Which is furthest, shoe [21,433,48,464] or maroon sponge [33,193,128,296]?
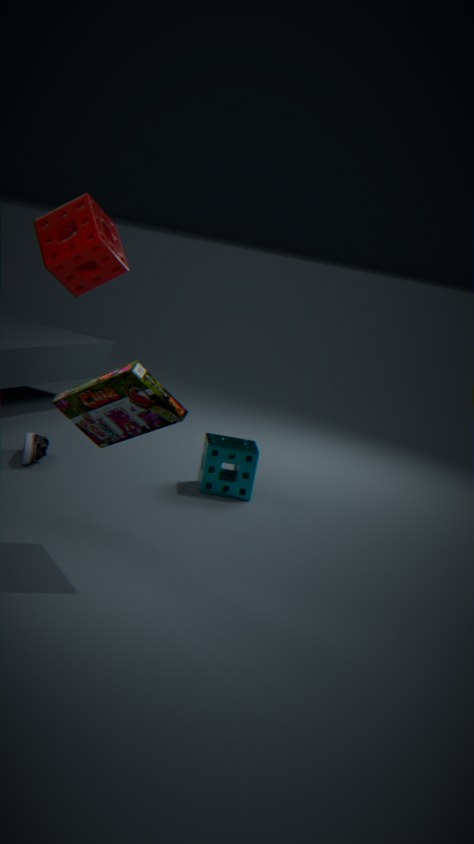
shoe [21,433,48,464]
